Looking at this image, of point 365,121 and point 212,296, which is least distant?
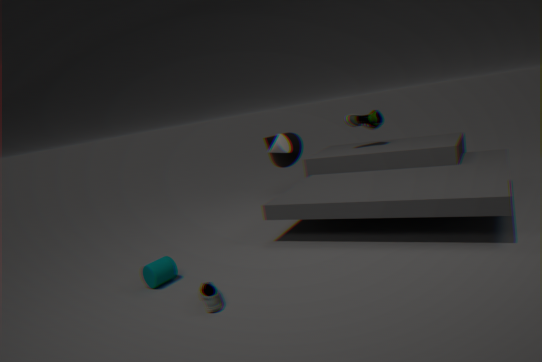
point 212,296
